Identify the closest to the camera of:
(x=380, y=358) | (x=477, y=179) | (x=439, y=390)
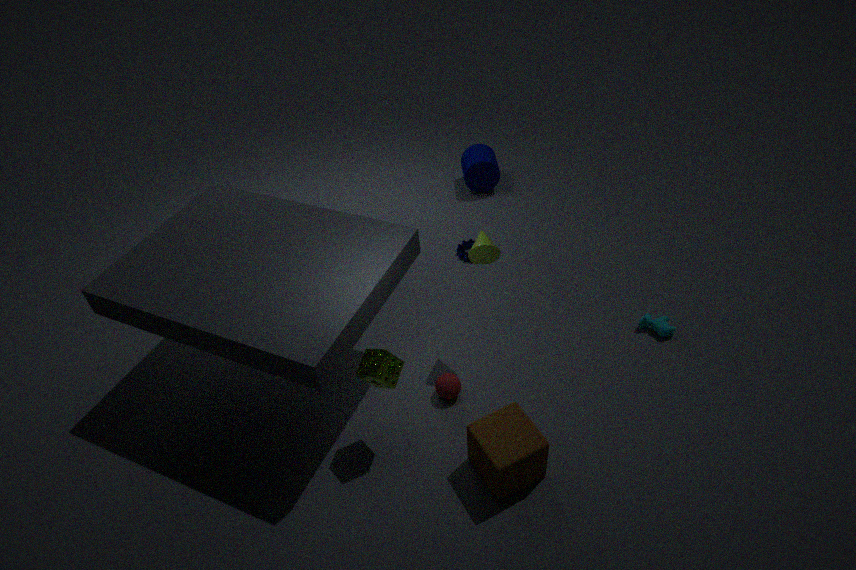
(x=380, y=358)
